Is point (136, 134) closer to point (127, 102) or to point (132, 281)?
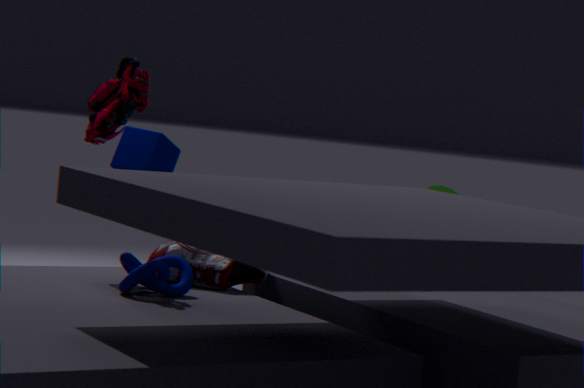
point (127, 102)
